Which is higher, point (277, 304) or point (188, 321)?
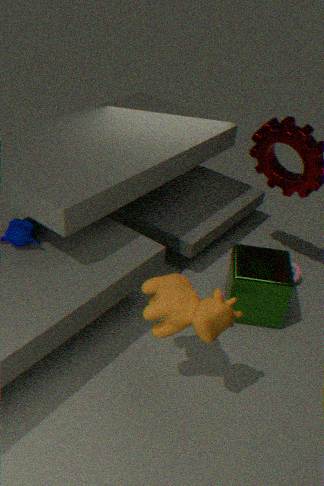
point (188, 321)
